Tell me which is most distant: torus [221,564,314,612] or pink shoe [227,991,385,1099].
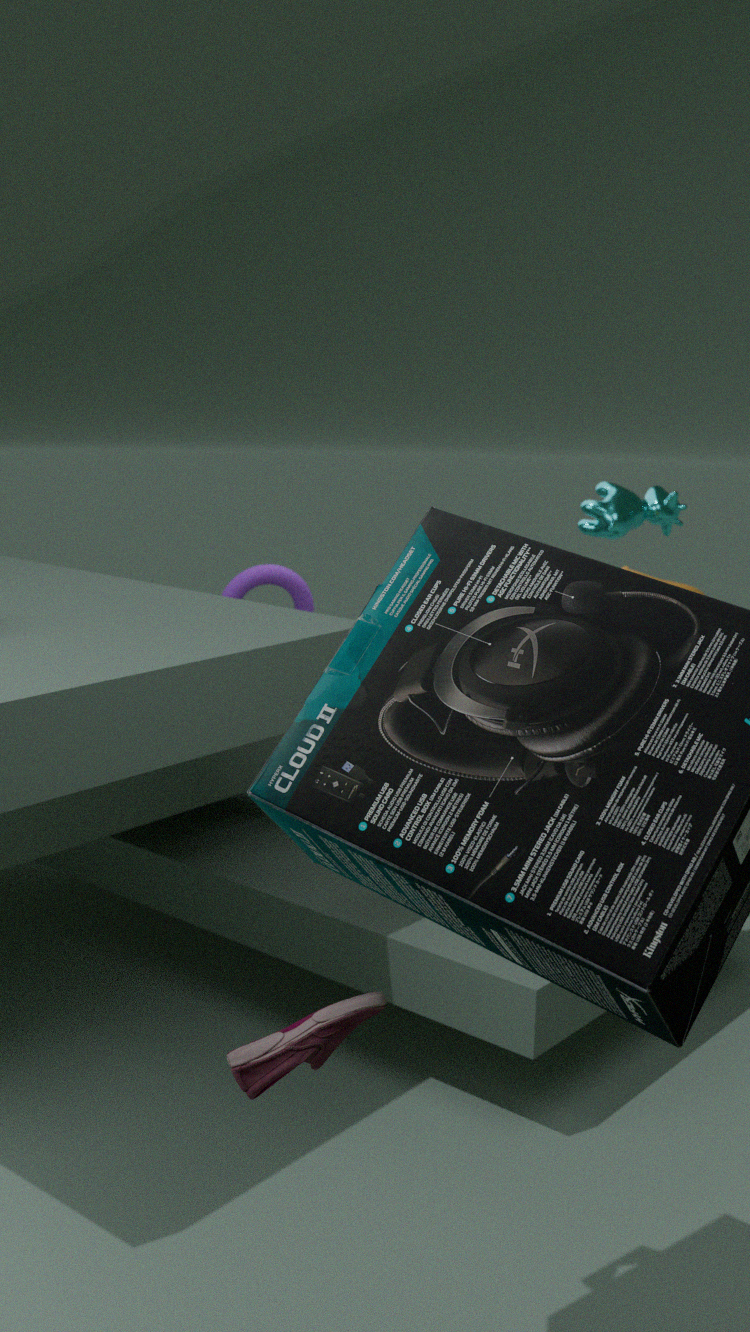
torus [221,564,314,612]
